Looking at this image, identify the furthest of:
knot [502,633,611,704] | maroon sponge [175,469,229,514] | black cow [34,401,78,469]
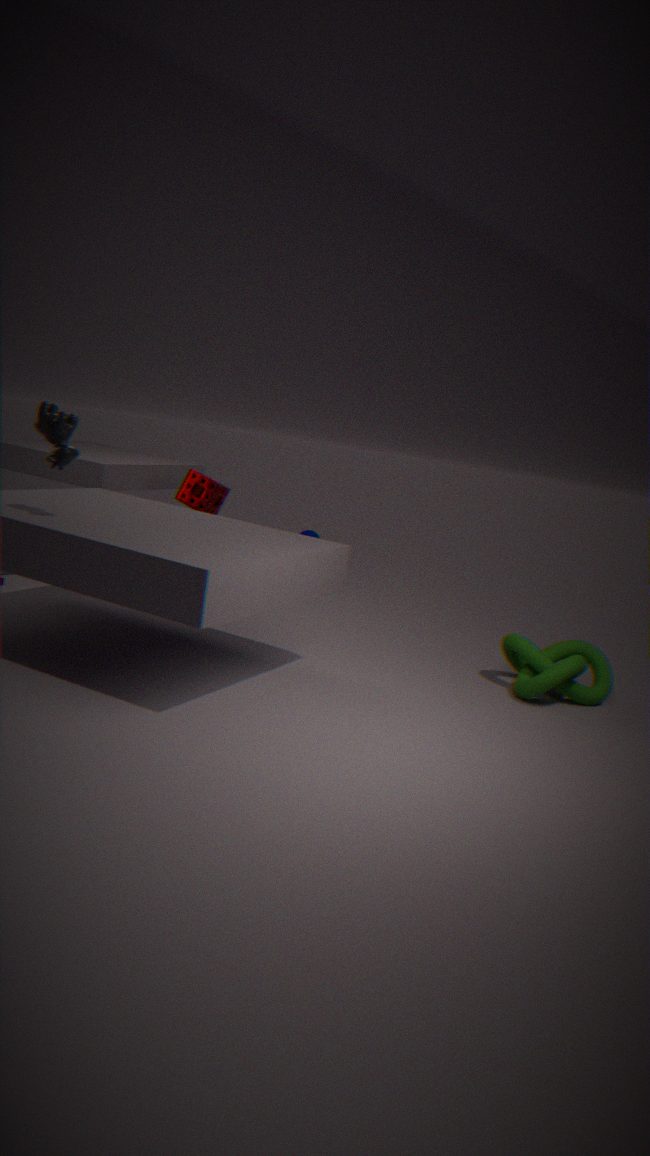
maroon sponge [175,469,229,514]
